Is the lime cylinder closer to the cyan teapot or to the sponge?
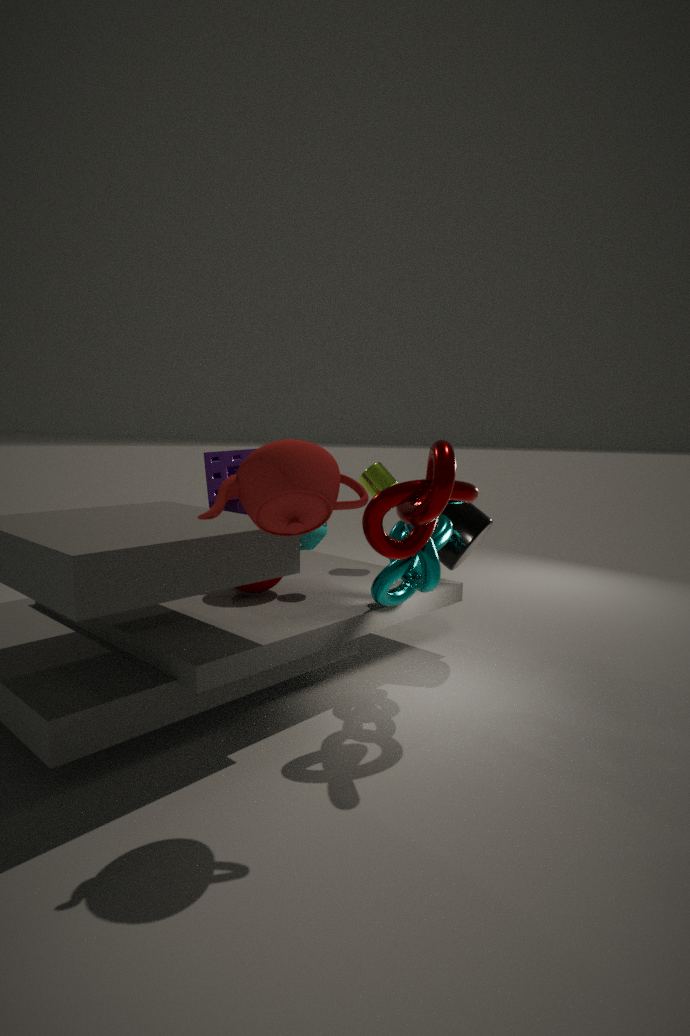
the sponge
